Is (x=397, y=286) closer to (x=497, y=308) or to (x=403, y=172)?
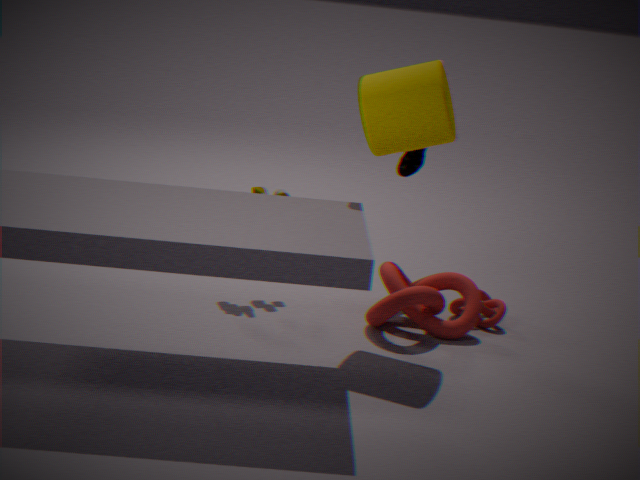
(x=497, y=308)
